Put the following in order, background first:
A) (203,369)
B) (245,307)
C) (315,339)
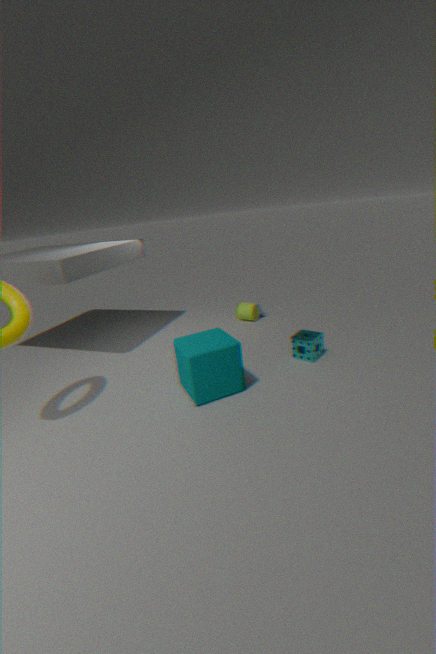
(245,307) → (315,339) → (203,369)
